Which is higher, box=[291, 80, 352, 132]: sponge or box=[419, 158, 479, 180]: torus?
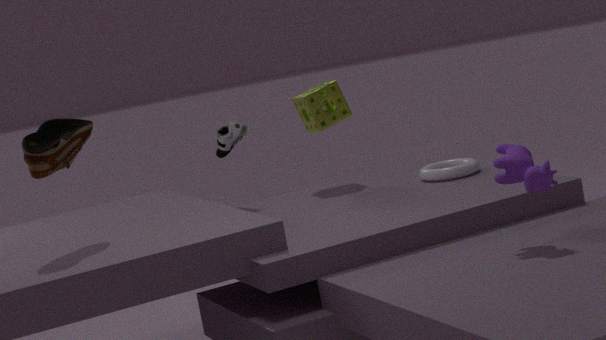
box=[291, 80, 352, 132]: sponge
